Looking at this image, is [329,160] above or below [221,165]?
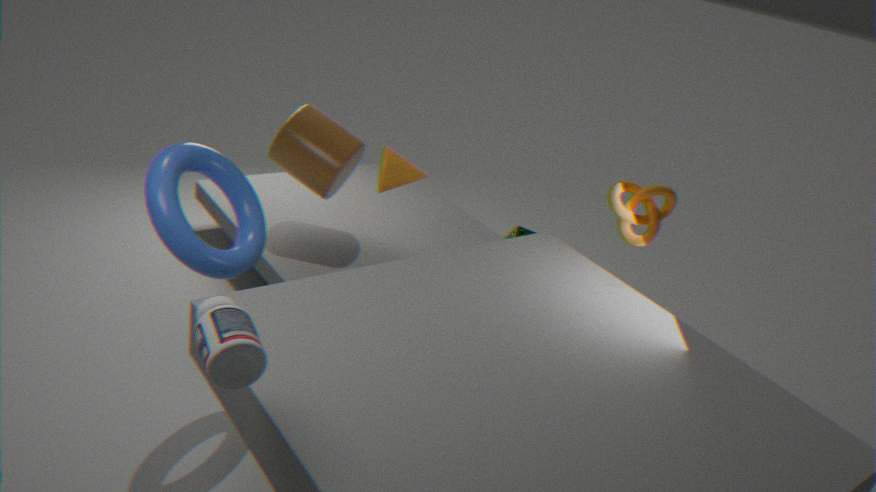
below
